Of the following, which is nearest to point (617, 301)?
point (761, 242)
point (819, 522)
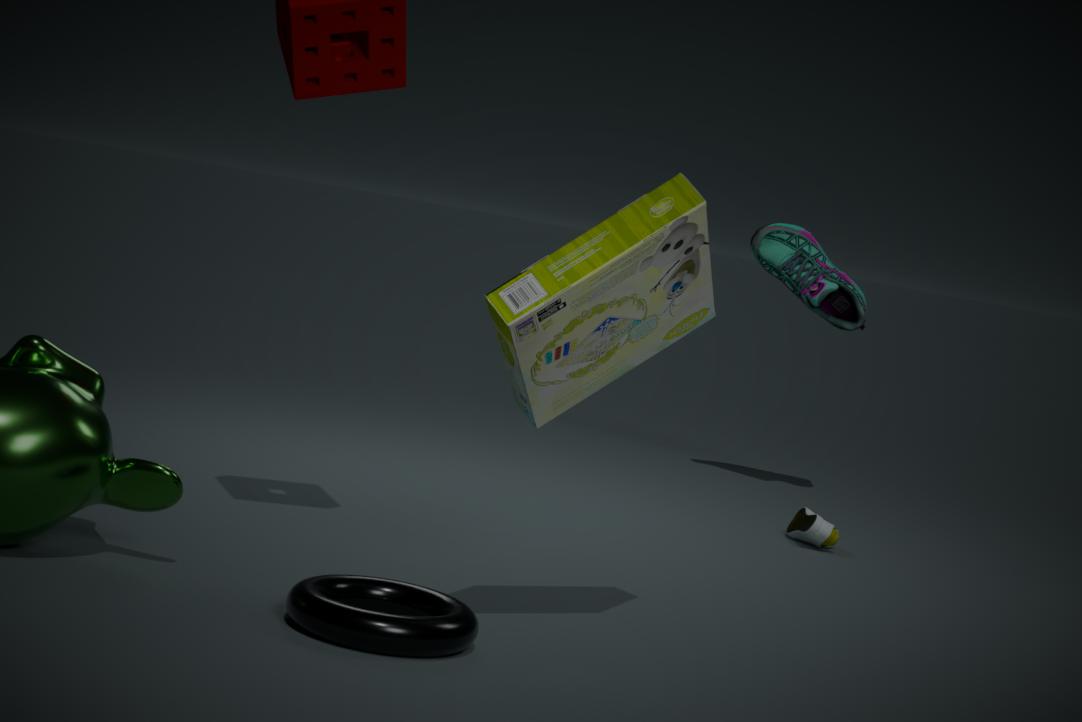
point (819, 522)
